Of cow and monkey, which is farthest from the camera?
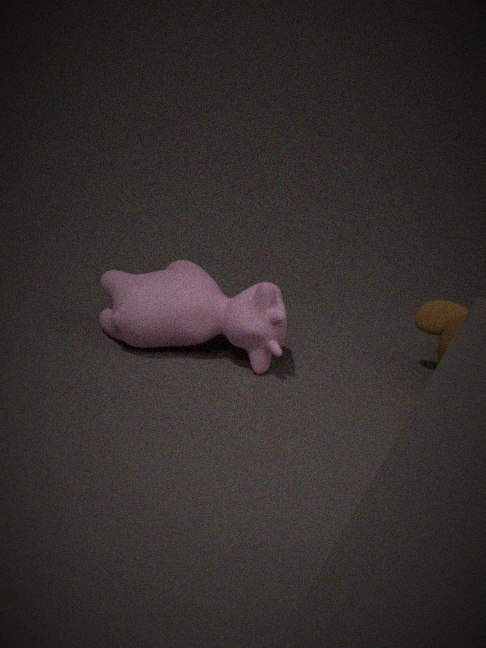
monkey
